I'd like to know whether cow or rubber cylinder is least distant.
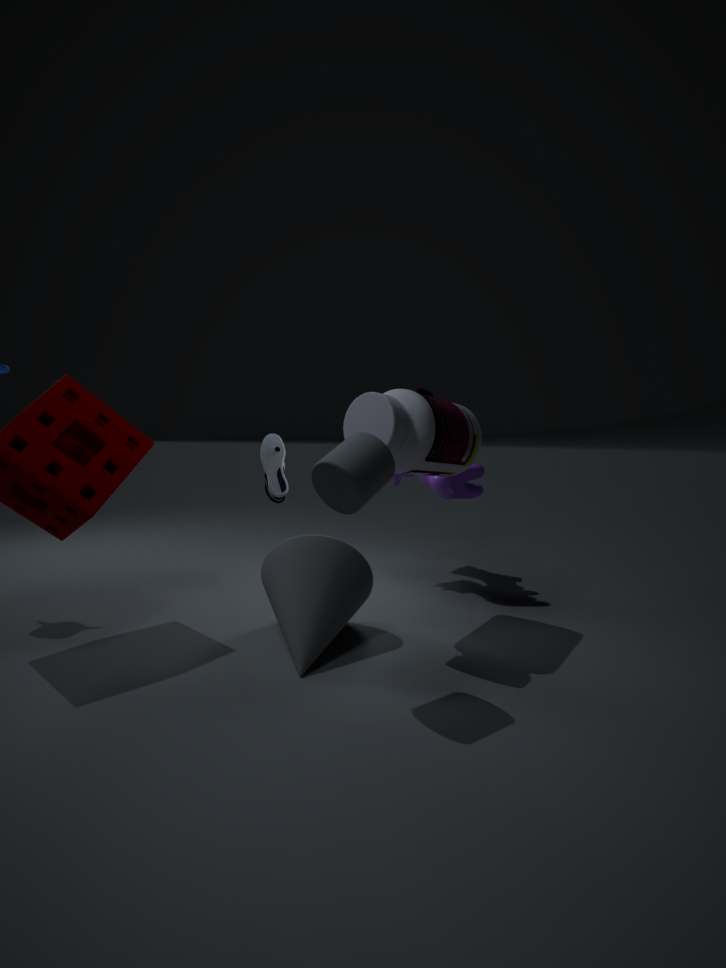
rubber cylinder
